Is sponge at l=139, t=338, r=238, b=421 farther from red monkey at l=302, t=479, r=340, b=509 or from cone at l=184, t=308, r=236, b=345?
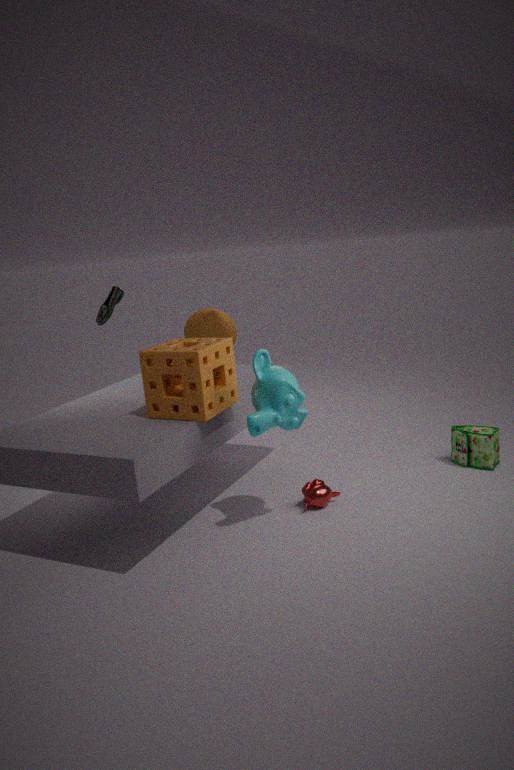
cone at l=184, t=308, r=236, b=345
